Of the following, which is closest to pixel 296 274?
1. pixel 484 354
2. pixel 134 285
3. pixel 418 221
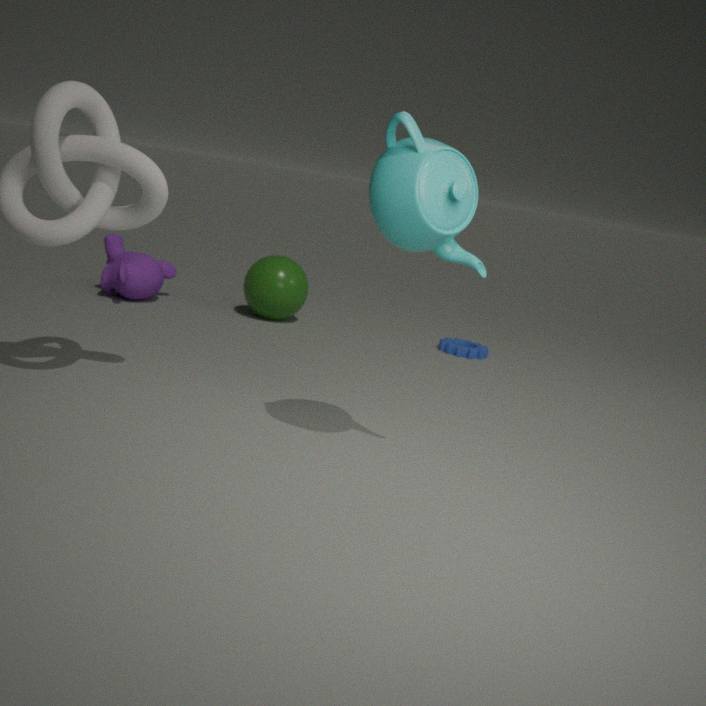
pixel 134 285
